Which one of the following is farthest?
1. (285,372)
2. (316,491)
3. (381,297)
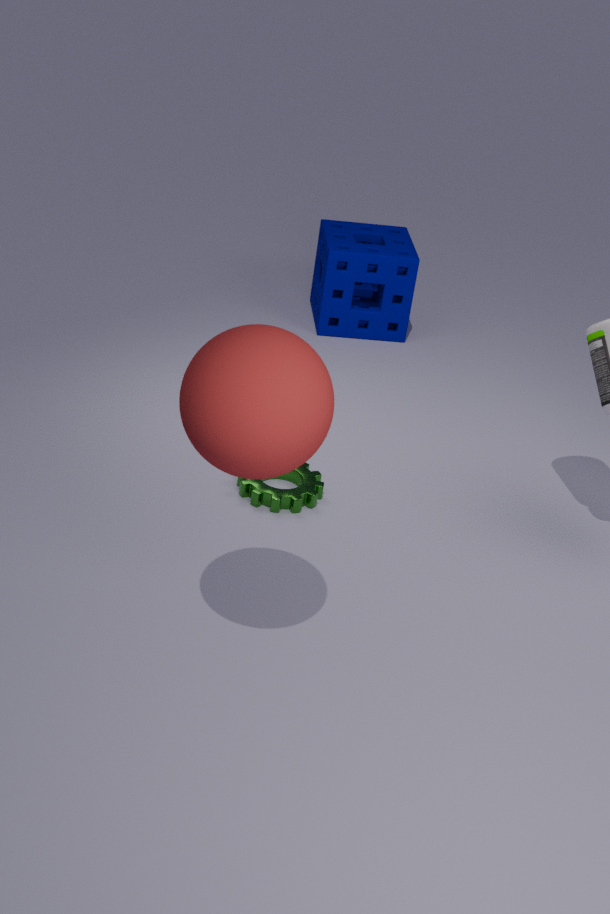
(381,297)
